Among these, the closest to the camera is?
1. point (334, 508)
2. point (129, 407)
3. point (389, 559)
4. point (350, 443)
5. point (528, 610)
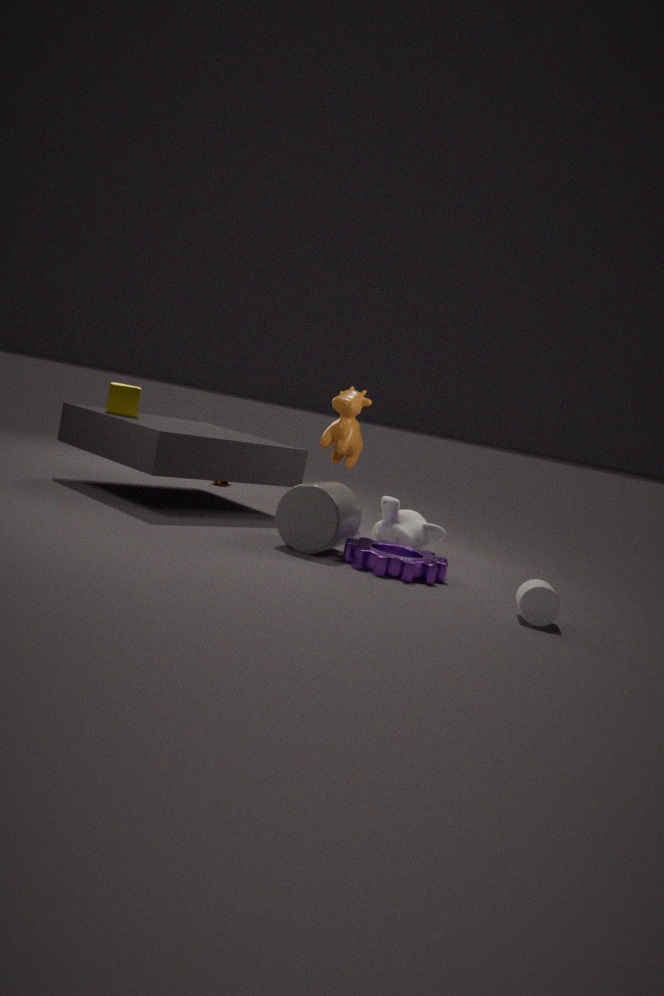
point (528, 610)
